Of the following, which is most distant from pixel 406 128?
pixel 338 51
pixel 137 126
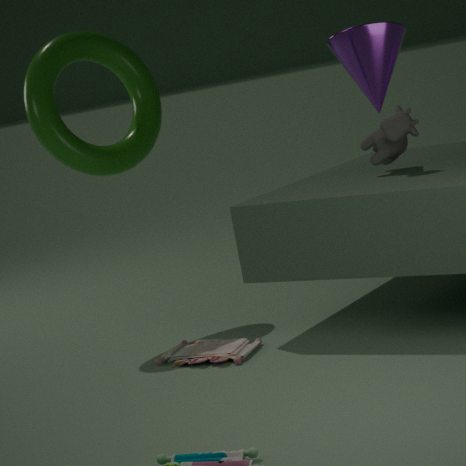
pixel 137 126
